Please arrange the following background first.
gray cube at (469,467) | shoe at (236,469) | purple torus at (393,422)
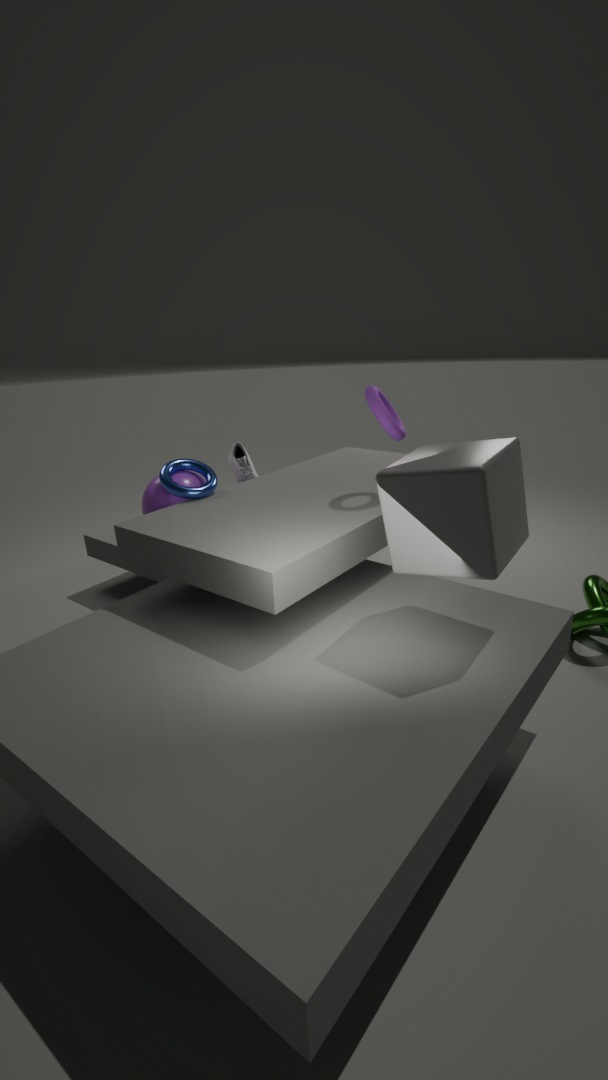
shoe at (236,469) → purple torus at (393,422) → gray cube at (469,467)
